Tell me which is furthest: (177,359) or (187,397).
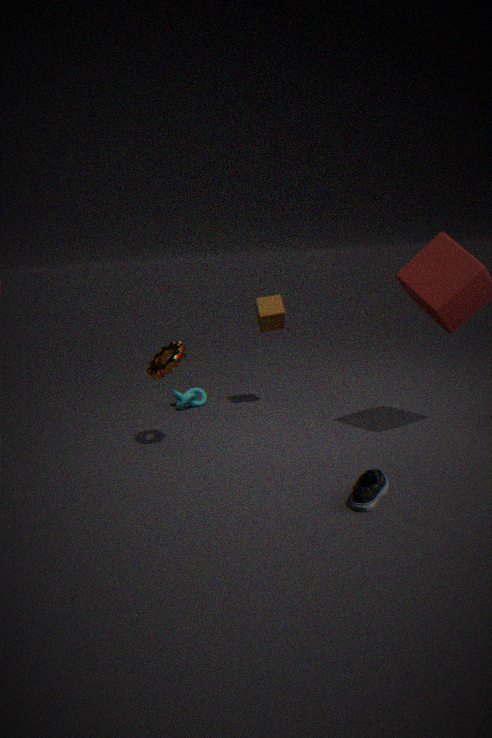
(187,397)
